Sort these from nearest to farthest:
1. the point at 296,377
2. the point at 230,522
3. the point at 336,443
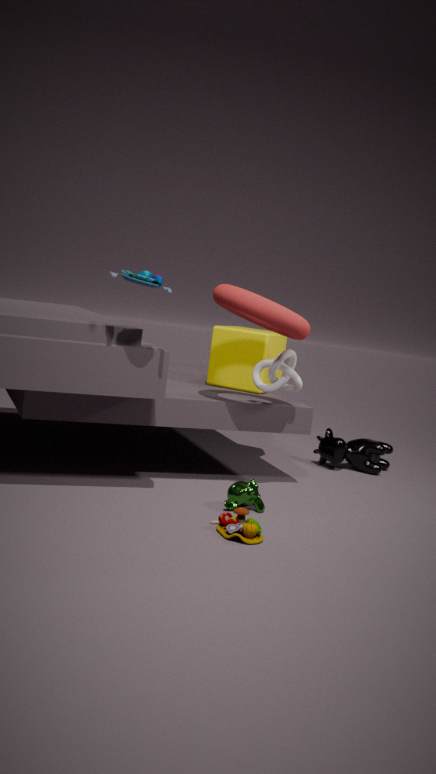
the point at 230,522, the point at 296,377, the point at 336,443
